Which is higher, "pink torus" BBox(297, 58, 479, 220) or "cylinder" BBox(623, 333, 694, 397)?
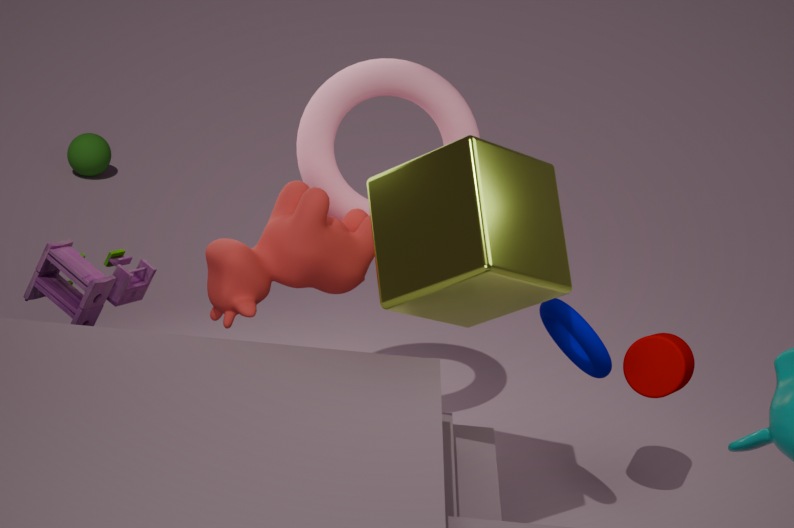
"pink torus" BBox(297, 58, 479, 220)
